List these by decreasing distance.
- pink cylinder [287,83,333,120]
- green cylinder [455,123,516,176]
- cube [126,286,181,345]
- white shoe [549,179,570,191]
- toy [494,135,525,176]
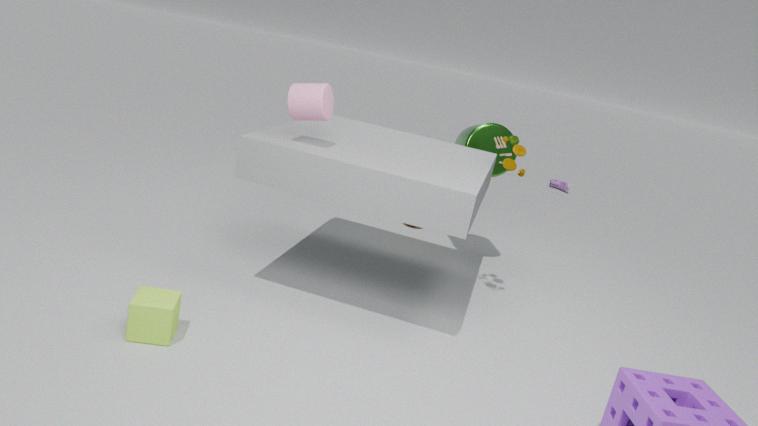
white shoe [549,179,570,191] → green cylinder [455,123,516,176] → toy [494,135,525,176] → pink cylinder [287,83,333,120] → cube [126,286,181,345]
